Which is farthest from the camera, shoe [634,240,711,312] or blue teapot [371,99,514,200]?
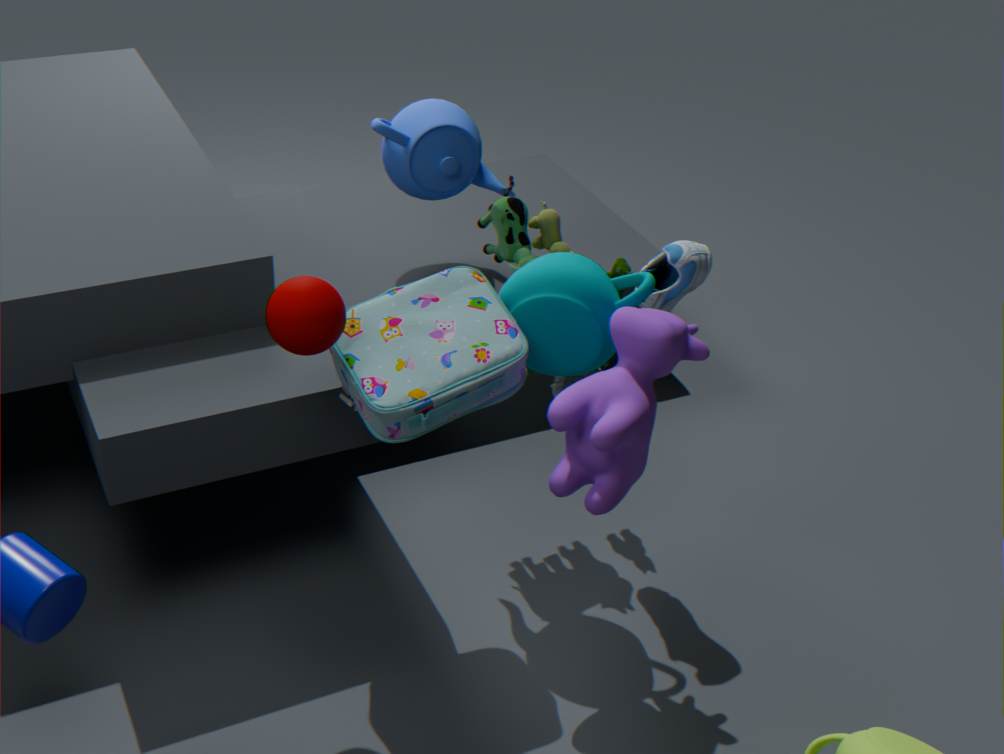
blue teapot [371,99,514,200]
